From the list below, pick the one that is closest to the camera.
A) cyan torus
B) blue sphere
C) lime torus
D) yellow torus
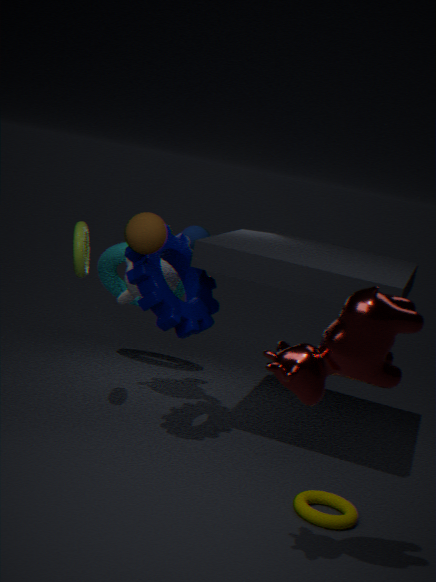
yellow torus
